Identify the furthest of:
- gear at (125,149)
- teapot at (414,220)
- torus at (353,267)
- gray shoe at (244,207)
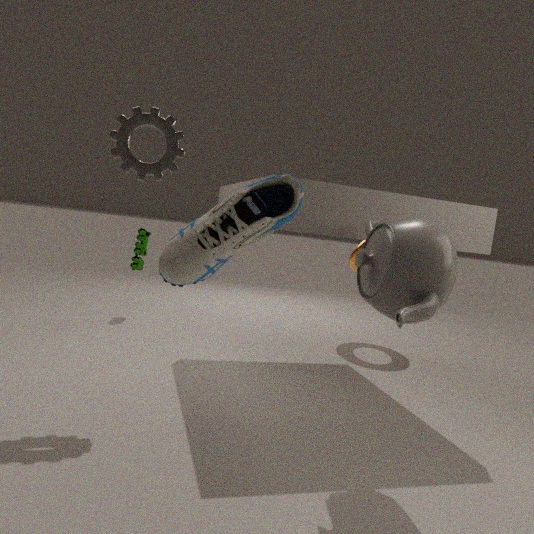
torus at (353,267)
